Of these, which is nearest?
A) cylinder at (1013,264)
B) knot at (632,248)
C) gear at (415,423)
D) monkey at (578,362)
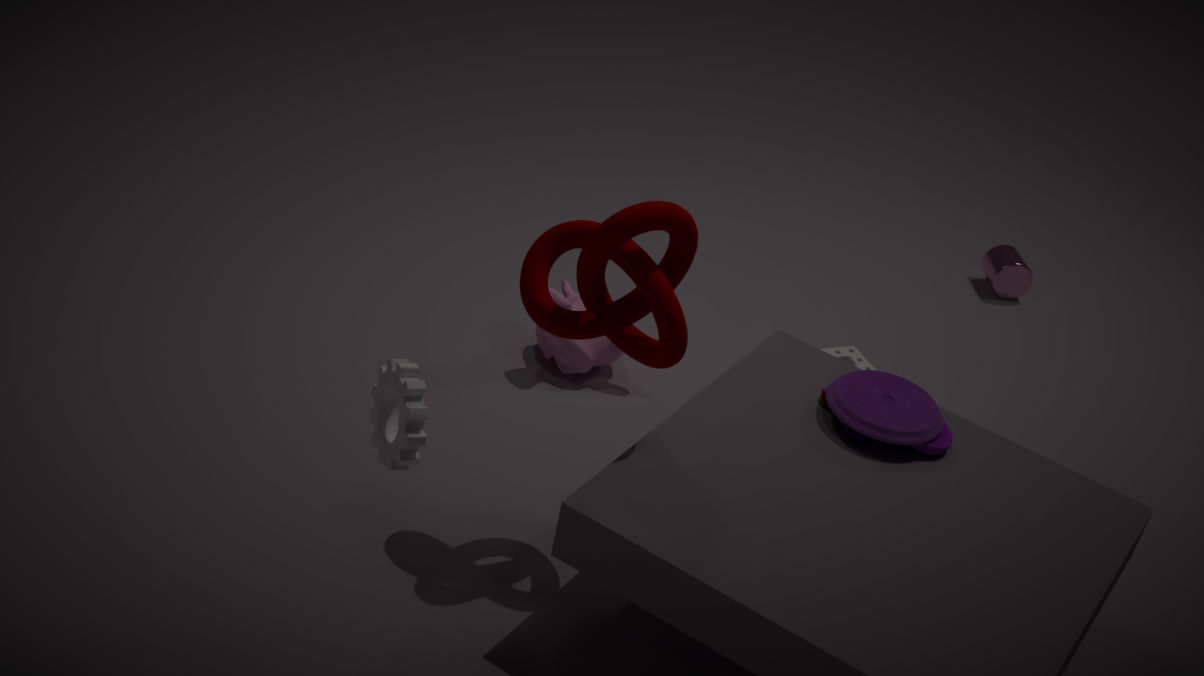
gear at (415,423)
